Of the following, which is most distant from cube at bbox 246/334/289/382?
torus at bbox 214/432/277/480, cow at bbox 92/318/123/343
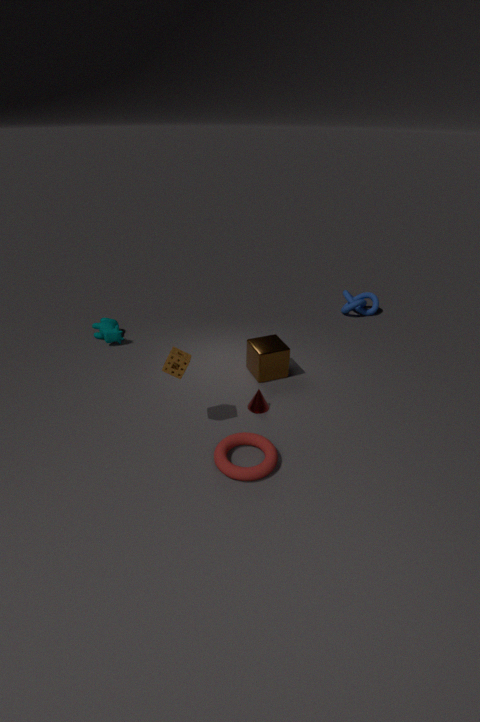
cow at bbox 92/318/123/343
